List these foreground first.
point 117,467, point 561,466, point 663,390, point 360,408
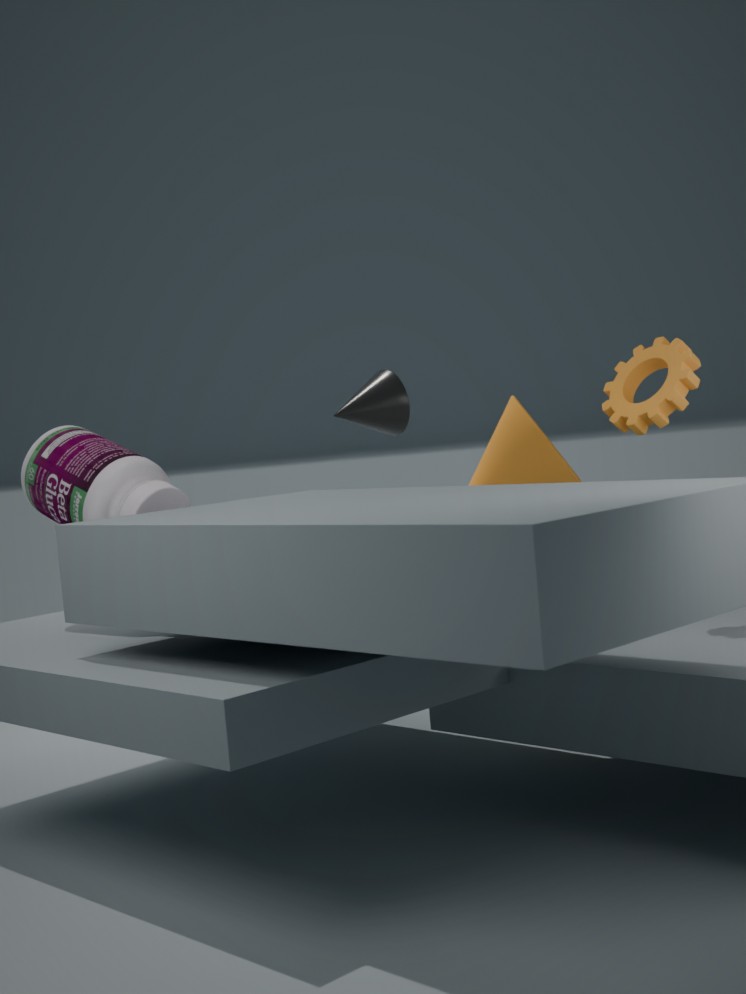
point 663,390 → point 117,467 → point 561,466 → point 360,408
